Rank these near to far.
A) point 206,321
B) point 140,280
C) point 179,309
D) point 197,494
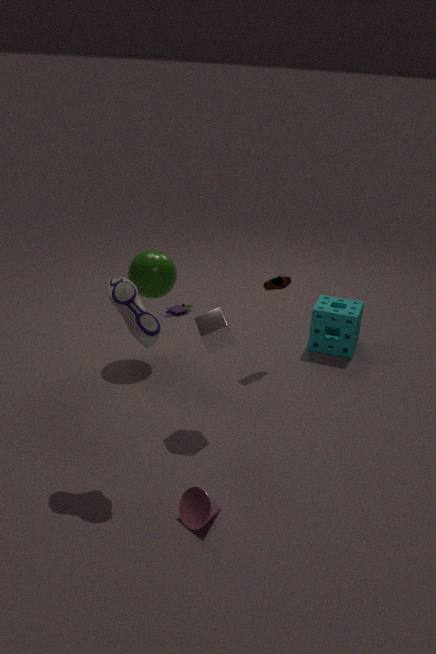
point 197,494
point 206,321
point 140,280
point 179,309
